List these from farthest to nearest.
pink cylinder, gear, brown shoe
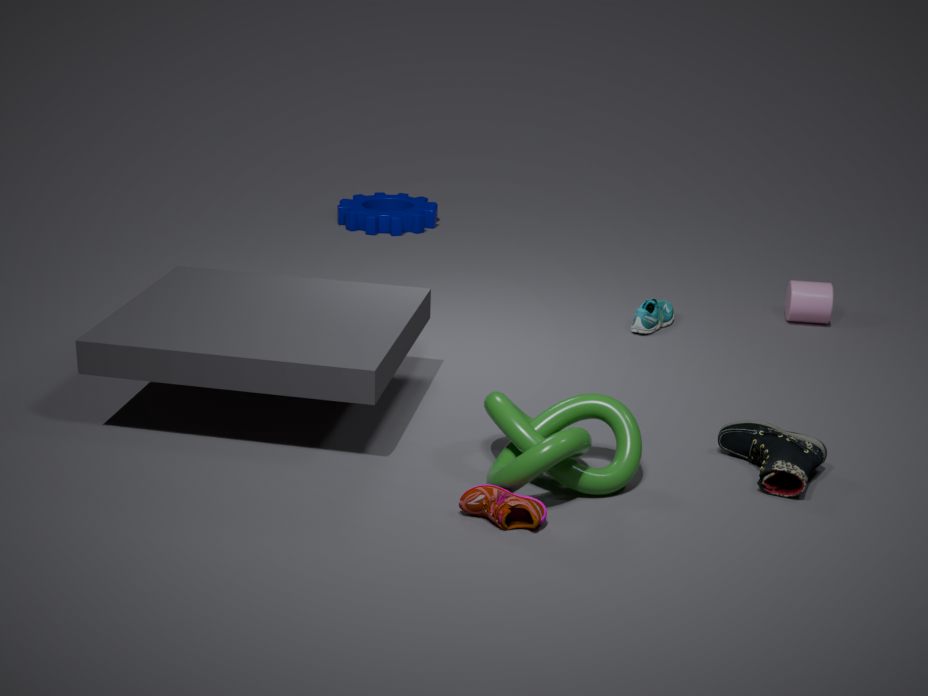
gear → pink cylinder → brown shoe
